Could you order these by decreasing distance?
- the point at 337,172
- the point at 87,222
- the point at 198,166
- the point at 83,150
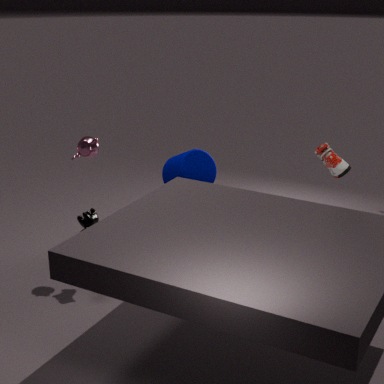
the point at 198,166
the point at 83,150
the point at 87,222
the point at 337,172
